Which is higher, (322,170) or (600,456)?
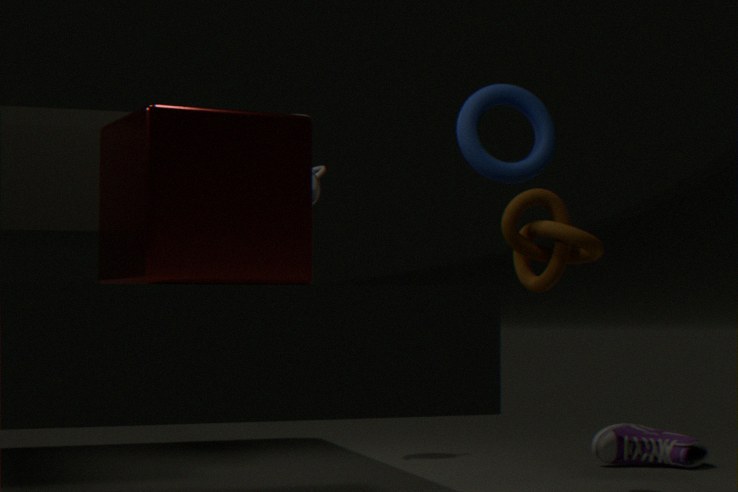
(322,170)
